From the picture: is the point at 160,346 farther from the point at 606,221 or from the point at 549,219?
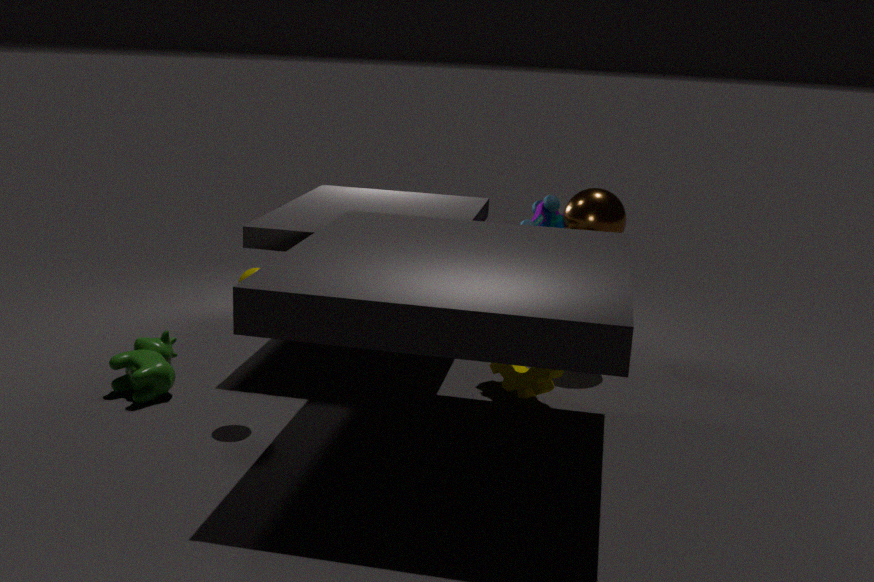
the point at 606,221
